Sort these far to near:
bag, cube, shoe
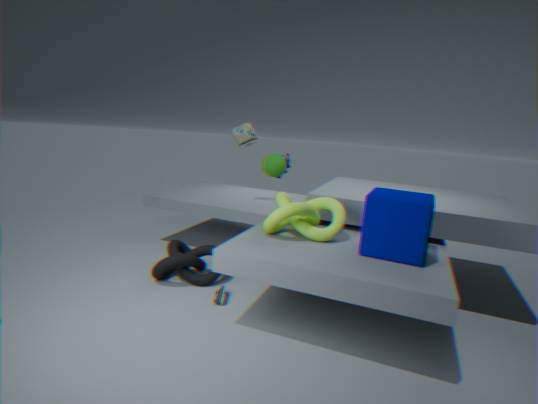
bag → shoe → cube
